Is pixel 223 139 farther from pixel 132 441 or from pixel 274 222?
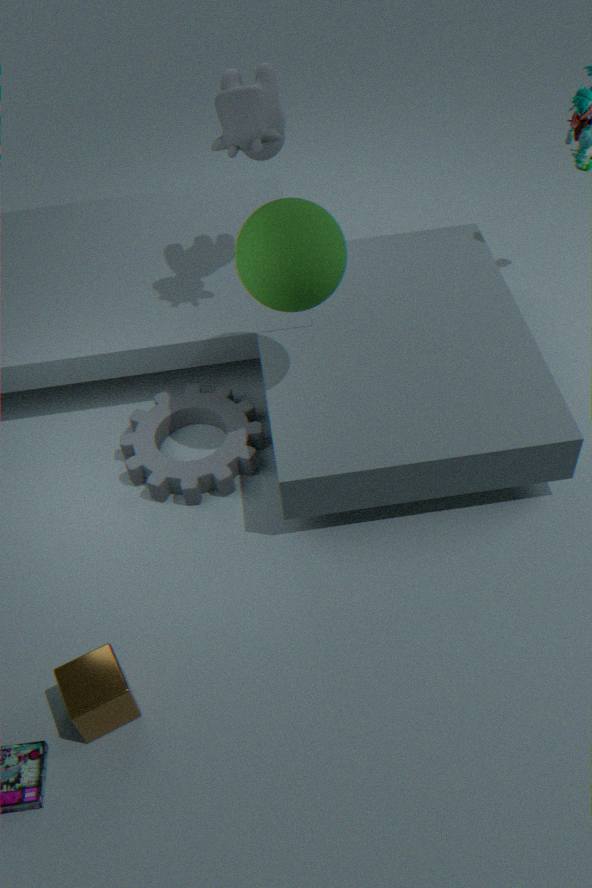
pixel 132 441
